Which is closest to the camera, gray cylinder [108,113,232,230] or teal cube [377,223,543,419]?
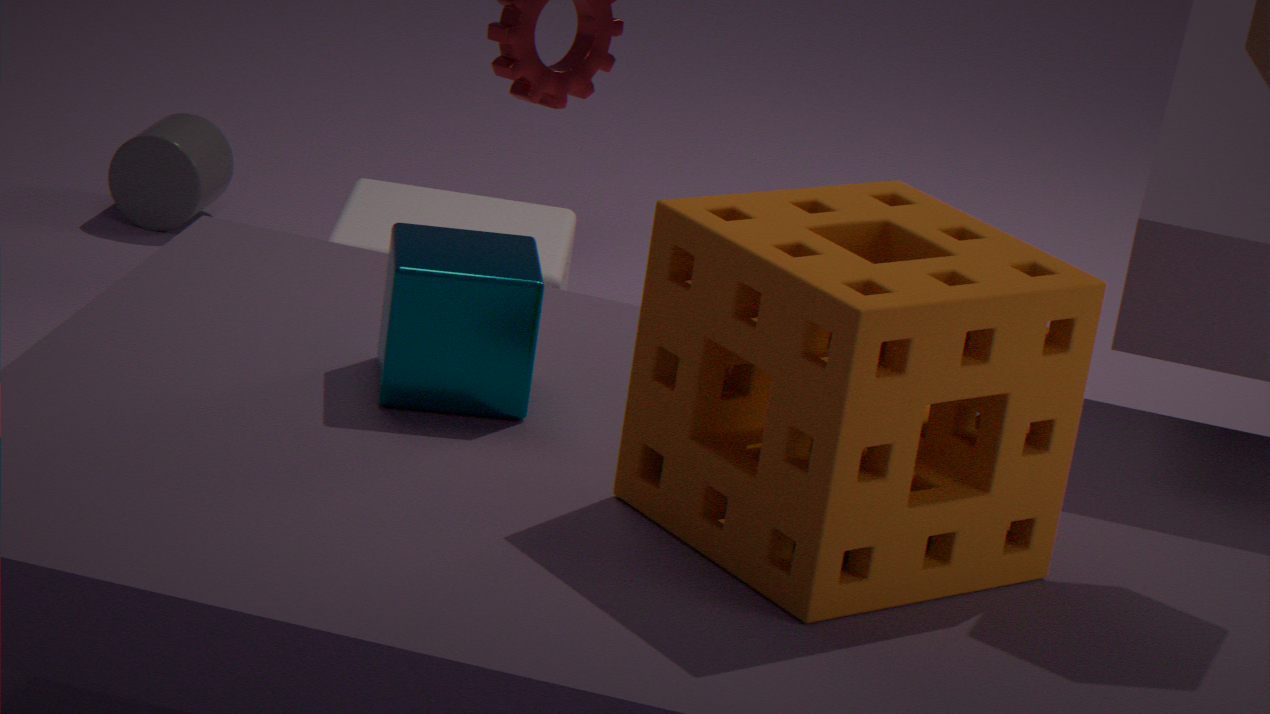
teal cube [377,223,543,419]
